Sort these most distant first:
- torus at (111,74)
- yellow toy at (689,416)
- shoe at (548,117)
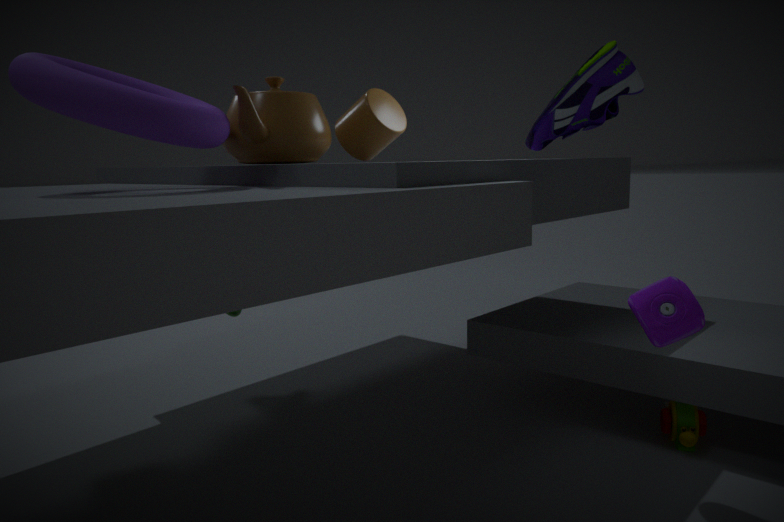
yellow toy at (689,416), shoe at (548,117), torus at (111,74)
